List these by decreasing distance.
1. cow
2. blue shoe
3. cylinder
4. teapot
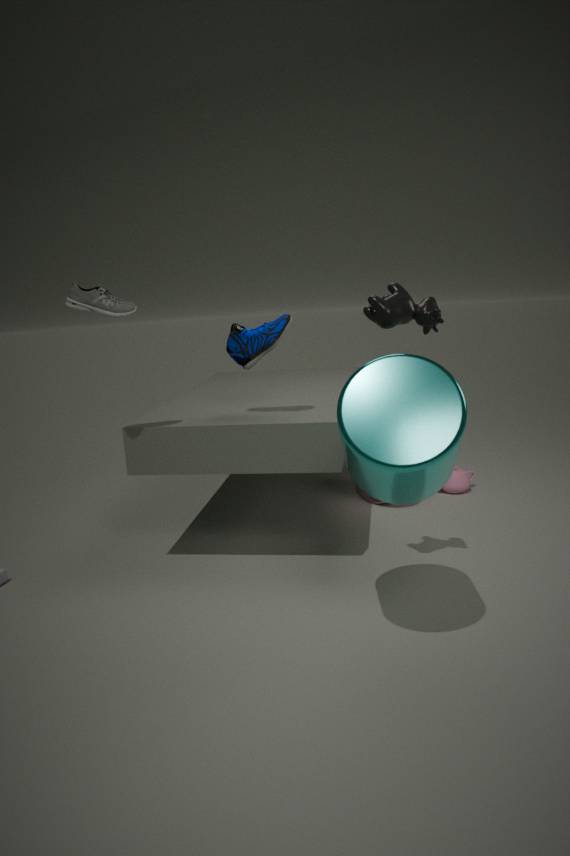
teapot → blue shoe → cow → cylinder
